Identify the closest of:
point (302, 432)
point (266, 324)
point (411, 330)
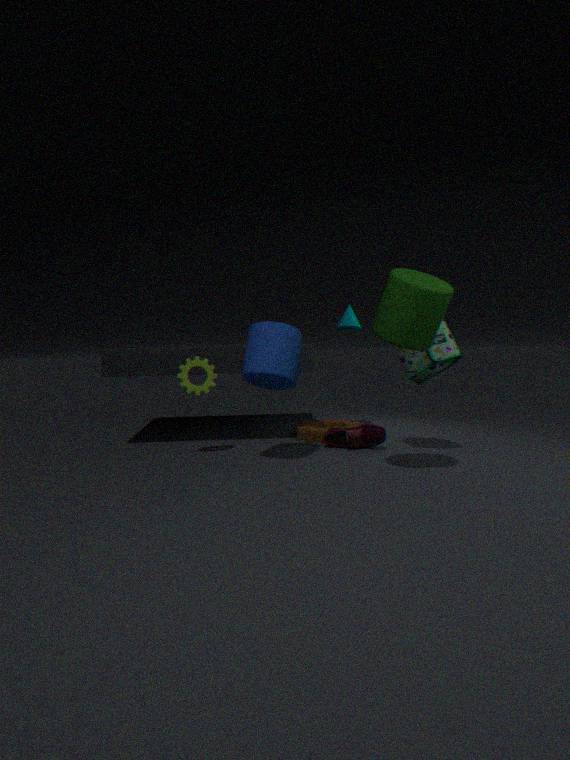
point (411, 330)
